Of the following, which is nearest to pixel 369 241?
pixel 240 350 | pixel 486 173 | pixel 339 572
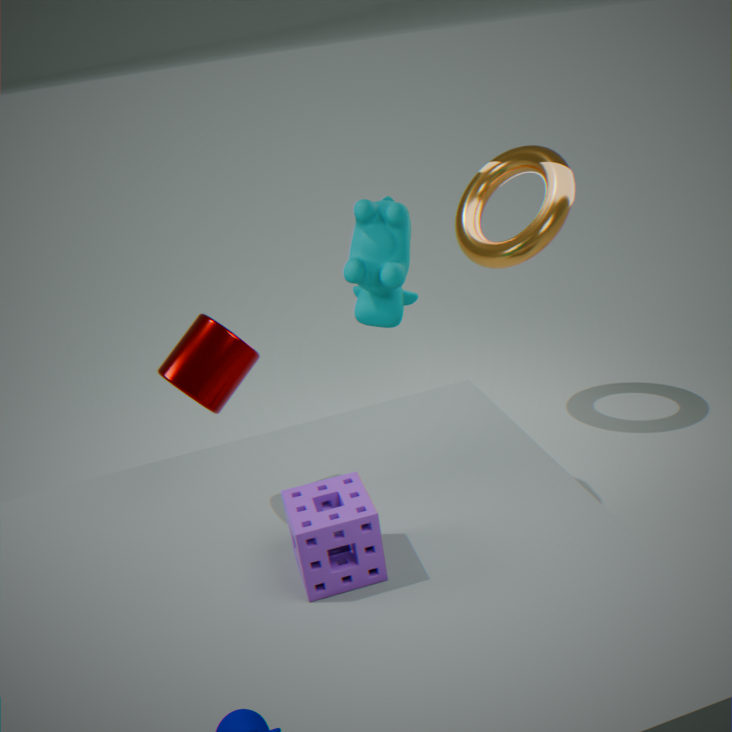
pixel 486 173
